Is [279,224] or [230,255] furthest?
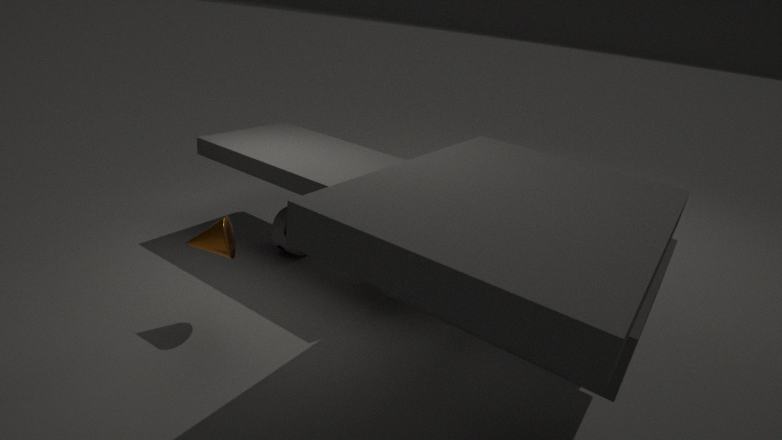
[279,224]
